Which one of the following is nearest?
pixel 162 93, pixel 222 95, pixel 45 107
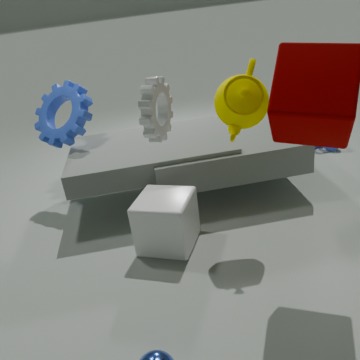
pixel 162 93
